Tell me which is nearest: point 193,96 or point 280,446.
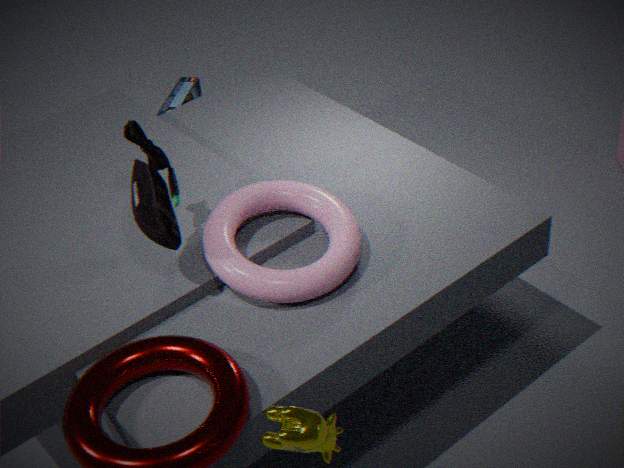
point 280,446
